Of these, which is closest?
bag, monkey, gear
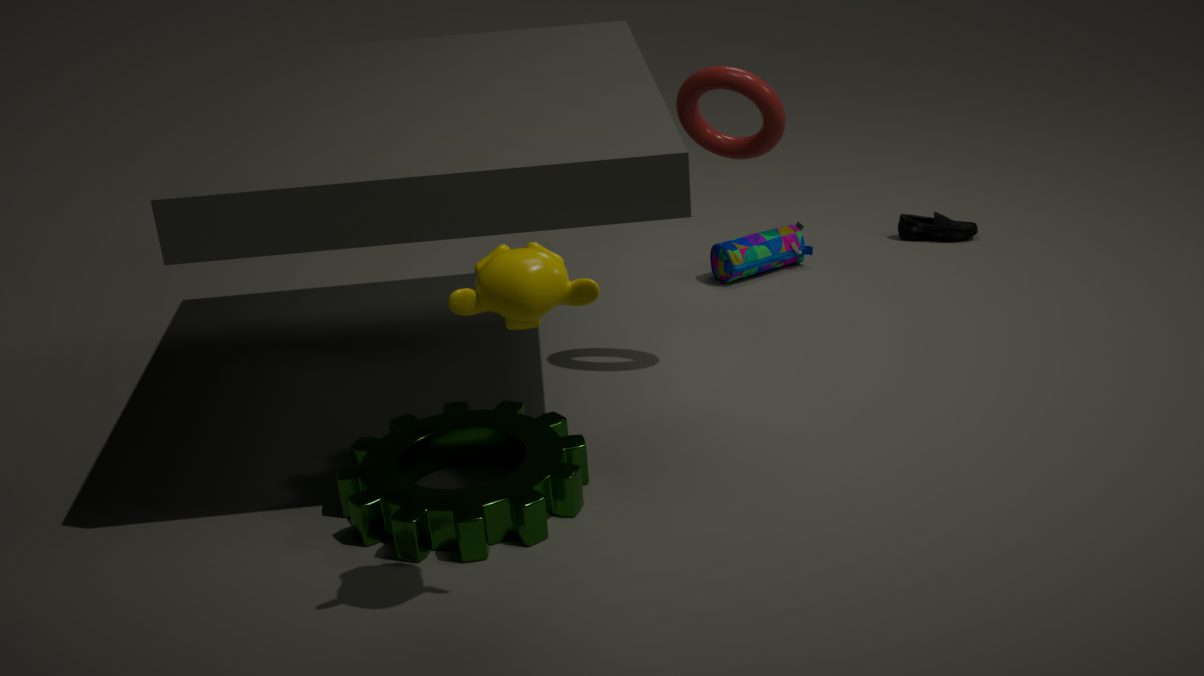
monkey
